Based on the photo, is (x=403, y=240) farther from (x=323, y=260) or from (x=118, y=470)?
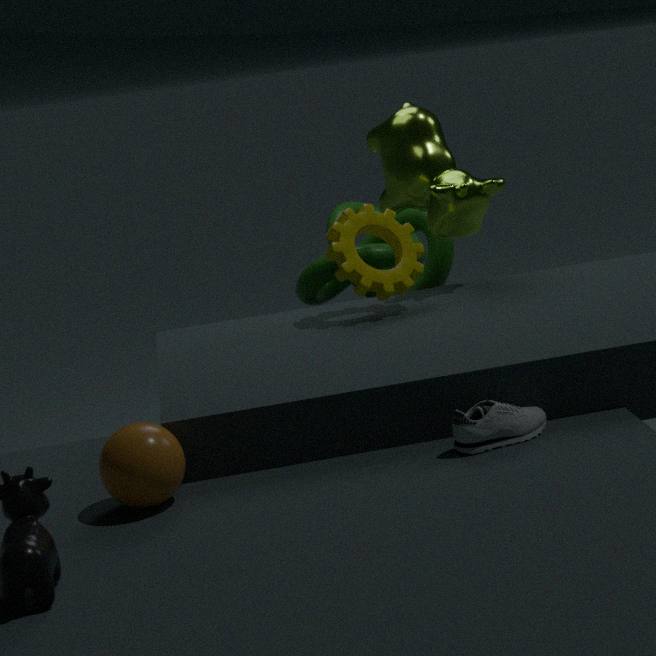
(x=118, y=470)
